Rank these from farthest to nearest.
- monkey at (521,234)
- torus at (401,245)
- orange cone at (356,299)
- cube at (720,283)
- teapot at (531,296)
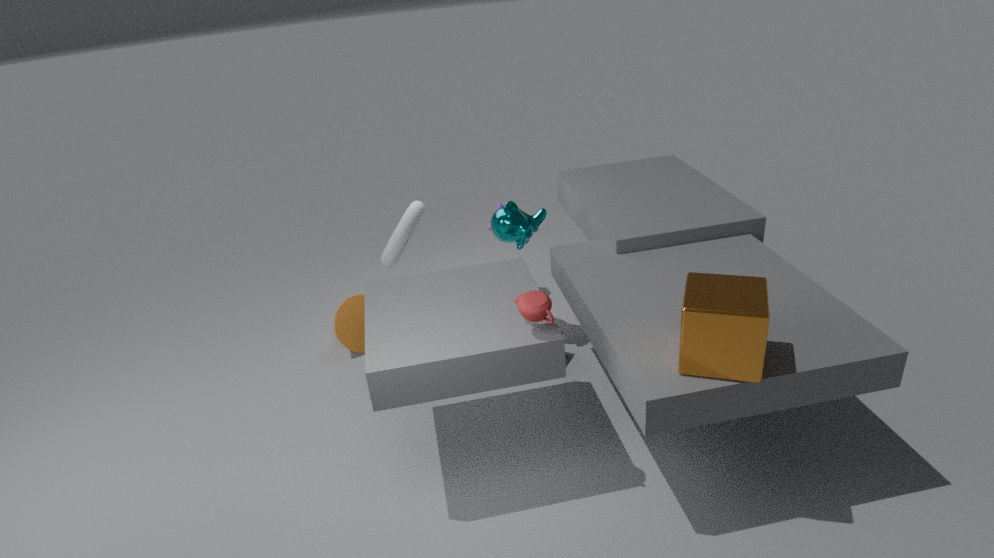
orange cone at (356,299)
torus at (401,245)
monkey at (521,234)
teapot at (531,296)
cube at (720,283)
